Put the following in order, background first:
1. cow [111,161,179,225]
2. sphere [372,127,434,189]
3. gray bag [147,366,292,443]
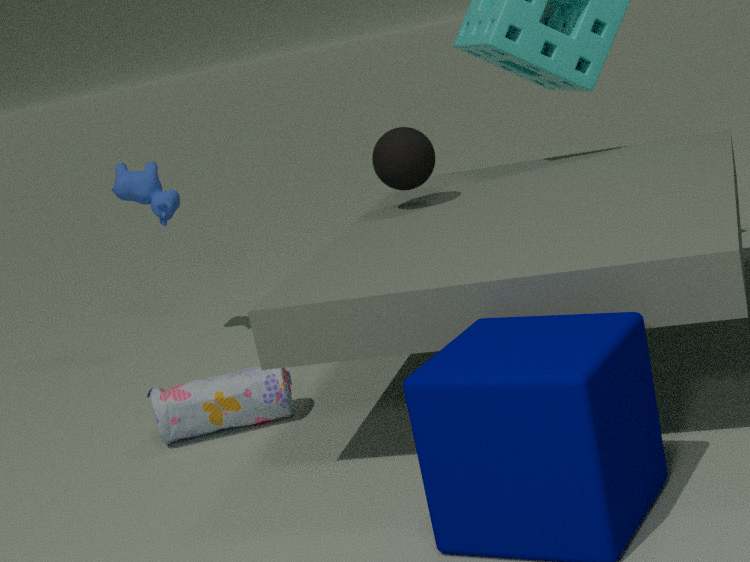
cow [111,161,179,225] < sphere [372,127,434,189] < gray bag [147,366,292,443]
